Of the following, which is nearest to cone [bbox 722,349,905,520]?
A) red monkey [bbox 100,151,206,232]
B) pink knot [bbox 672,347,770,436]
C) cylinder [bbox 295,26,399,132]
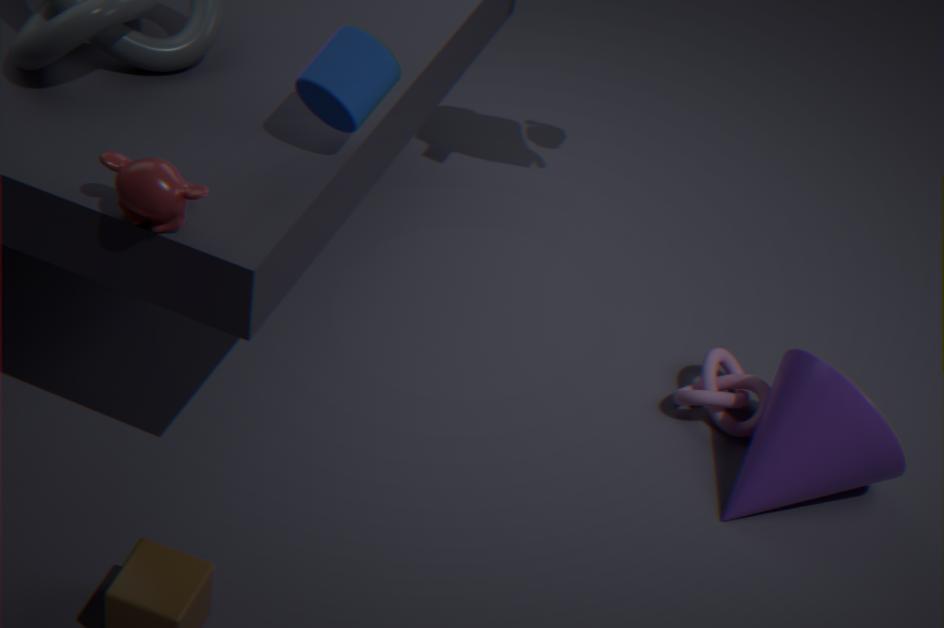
pink knot [bbox 672,347,770,436]
